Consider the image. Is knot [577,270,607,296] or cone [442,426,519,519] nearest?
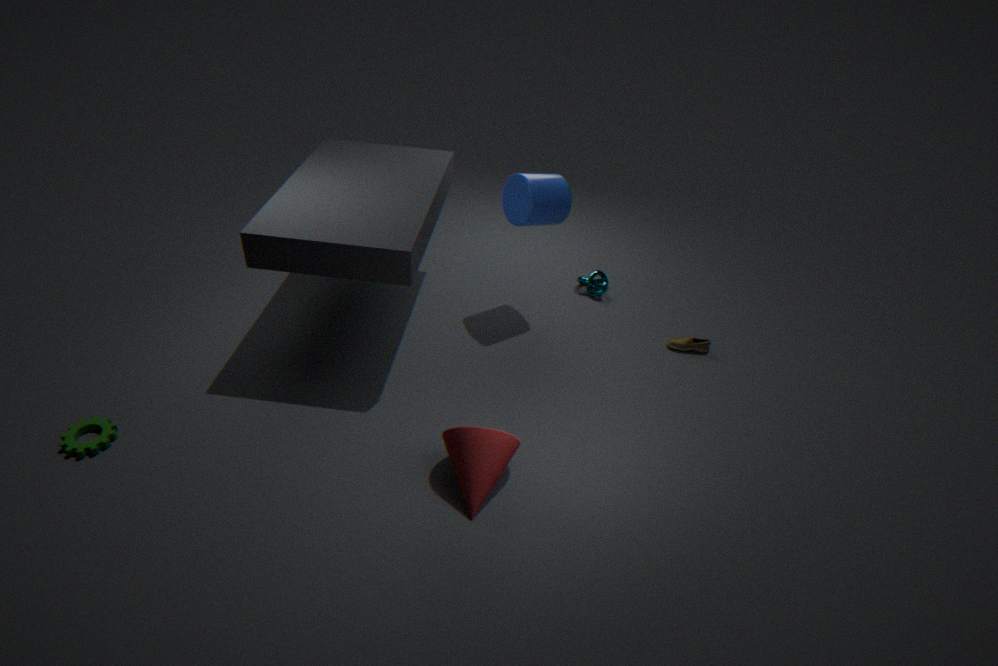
cone [442,426,519,519]
